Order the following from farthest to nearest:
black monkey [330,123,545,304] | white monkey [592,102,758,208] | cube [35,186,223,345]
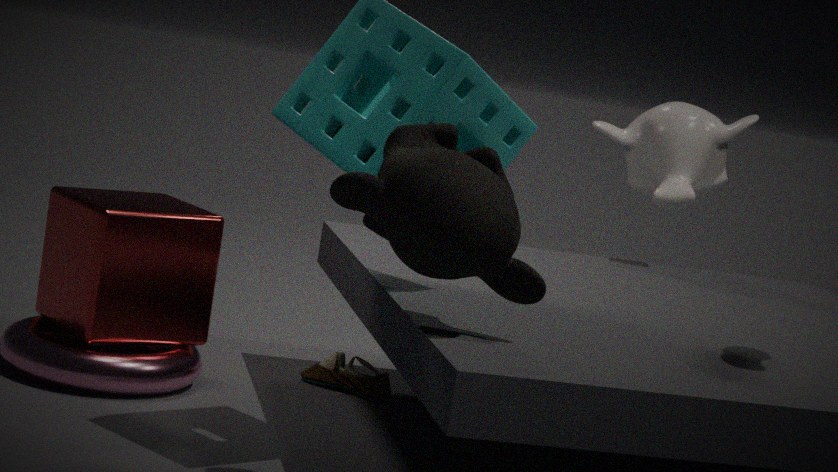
white monkey [592,102,758,208] < cube [35,186,223,345] < black monkey [330,123,545,304]
